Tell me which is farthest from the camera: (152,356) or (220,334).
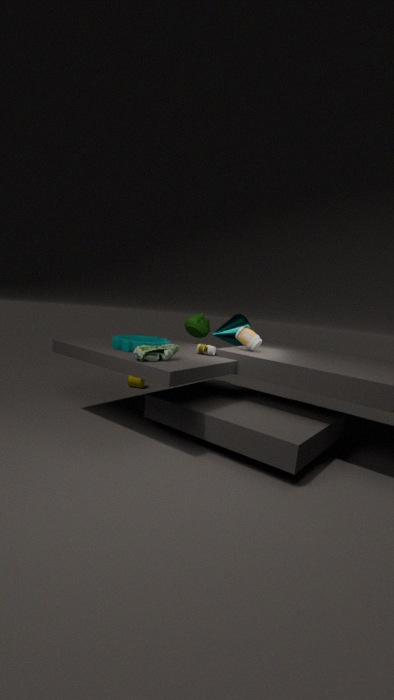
(220,334)
